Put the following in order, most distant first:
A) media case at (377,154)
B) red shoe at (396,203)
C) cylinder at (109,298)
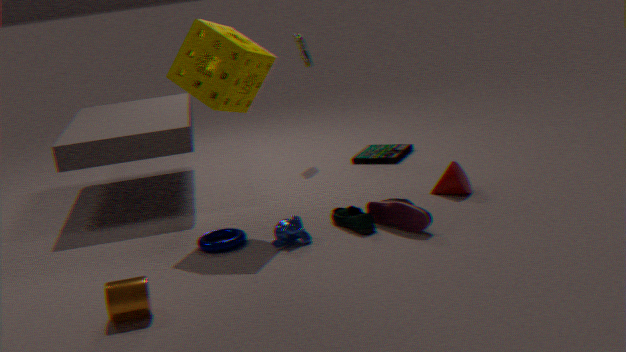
media case at (377,154) < red shoe at (396,203) < cylinder at (109,298)
